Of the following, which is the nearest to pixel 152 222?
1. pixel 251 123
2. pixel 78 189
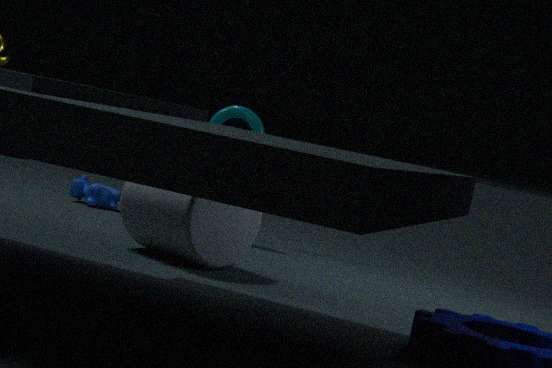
pixel 251 123
